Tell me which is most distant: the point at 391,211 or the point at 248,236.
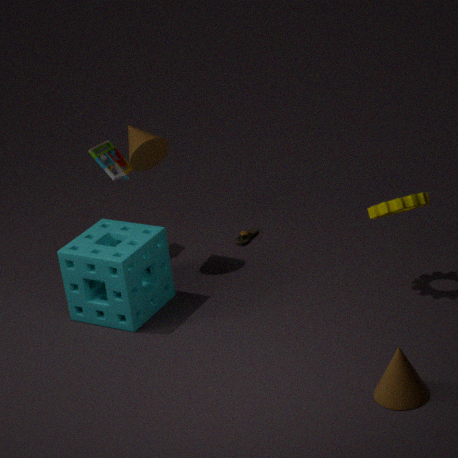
the point at 248,236
